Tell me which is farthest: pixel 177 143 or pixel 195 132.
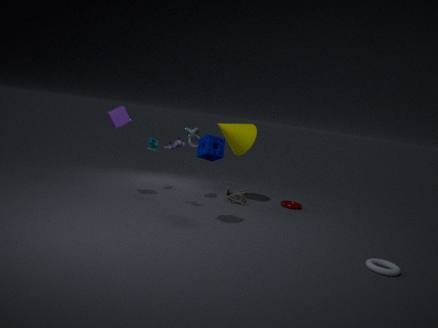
pixel 195 132
